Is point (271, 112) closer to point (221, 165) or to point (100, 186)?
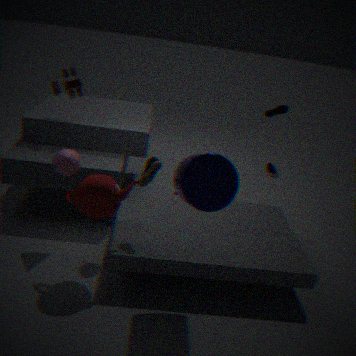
point (221, 165)
